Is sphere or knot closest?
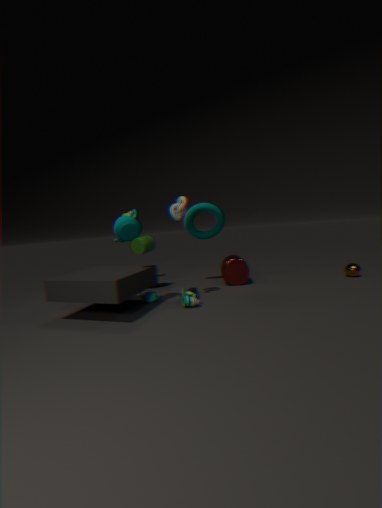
knot
